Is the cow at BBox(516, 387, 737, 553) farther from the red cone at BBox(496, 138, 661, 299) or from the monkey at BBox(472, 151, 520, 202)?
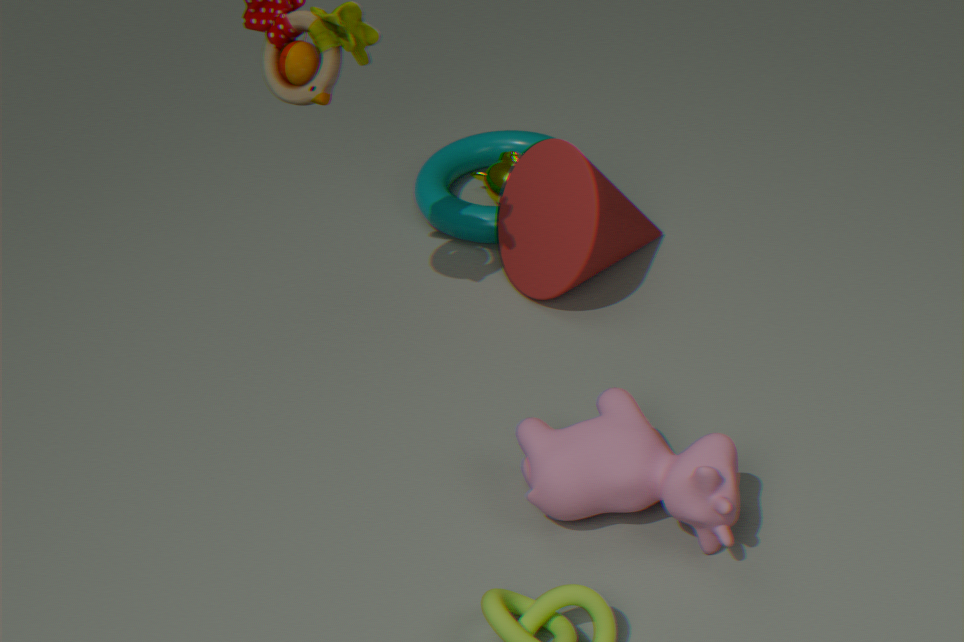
the monkey at BBox(472, 151, 520, 202)
